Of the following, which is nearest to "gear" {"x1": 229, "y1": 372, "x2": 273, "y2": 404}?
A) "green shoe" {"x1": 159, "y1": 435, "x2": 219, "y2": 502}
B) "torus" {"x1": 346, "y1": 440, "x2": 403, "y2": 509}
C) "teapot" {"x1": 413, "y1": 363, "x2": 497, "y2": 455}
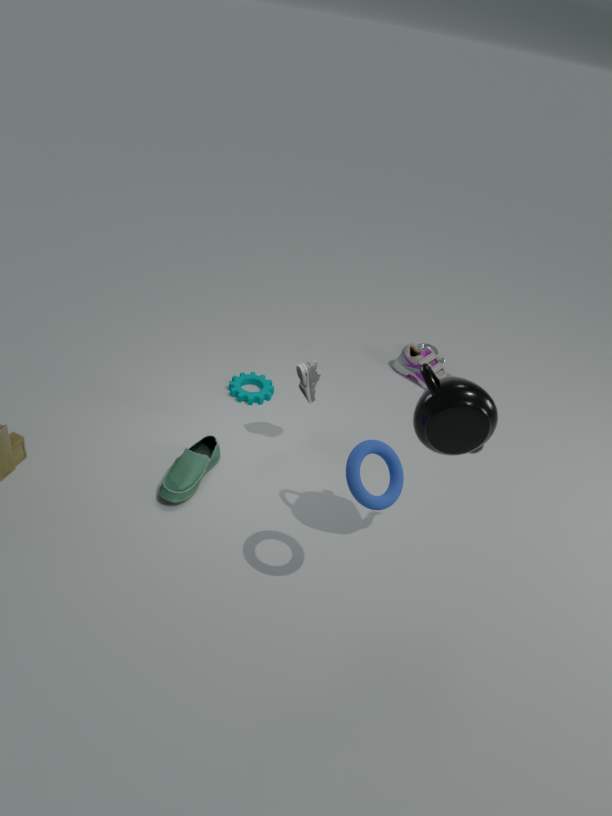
"green shoe" {"x1": 159, "y1": 435, "x2": 219, "y2": 502}
